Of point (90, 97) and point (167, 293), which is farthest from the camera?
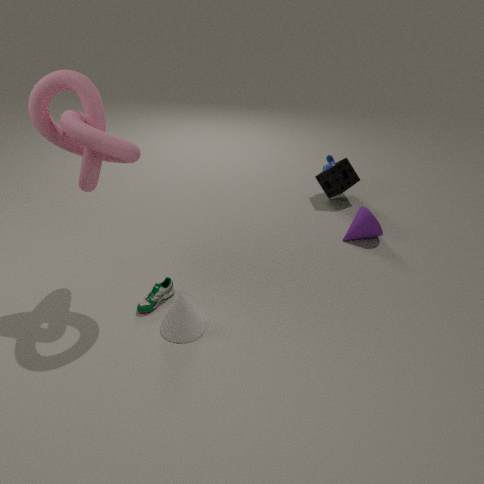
point (167, 293)
